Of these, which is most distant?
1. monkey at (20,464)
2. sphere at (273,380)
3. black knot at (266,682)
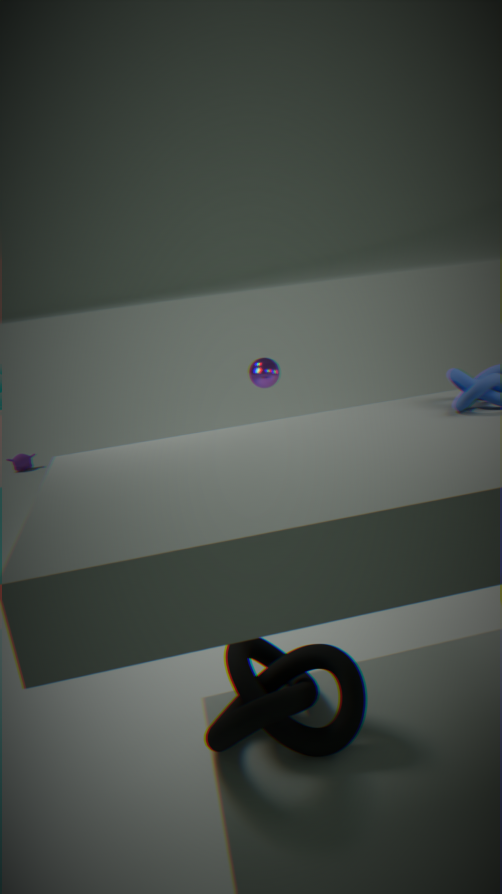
monkey at (20,464)
